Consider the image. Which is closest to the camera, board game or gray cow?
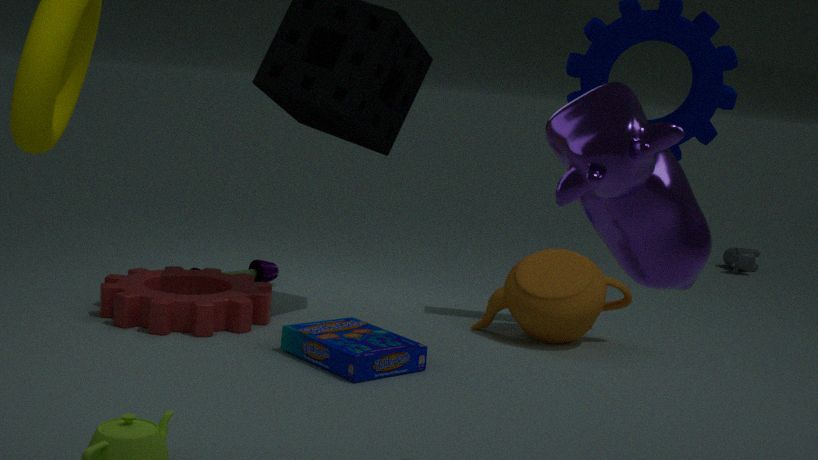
board game
